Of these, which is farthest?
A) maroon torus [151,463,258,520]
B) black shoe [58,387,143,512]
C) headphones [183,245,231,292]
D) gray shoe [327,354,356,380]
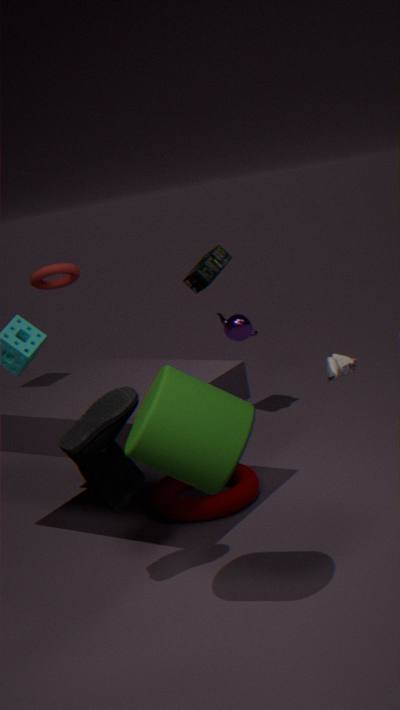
headphones [183,245,231,292]
